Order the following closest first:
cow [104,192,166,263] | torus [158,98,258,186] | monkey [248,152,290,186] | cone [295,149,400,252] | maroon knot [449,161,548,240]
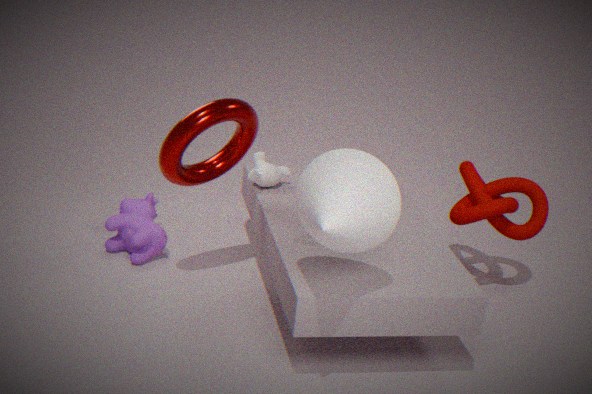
cone [295,149,400,252] < torus [158,98,258,186] < maroon knot [449,161,548,240] < monkey [248,152,290,186] < cow [104,192,166,263]
